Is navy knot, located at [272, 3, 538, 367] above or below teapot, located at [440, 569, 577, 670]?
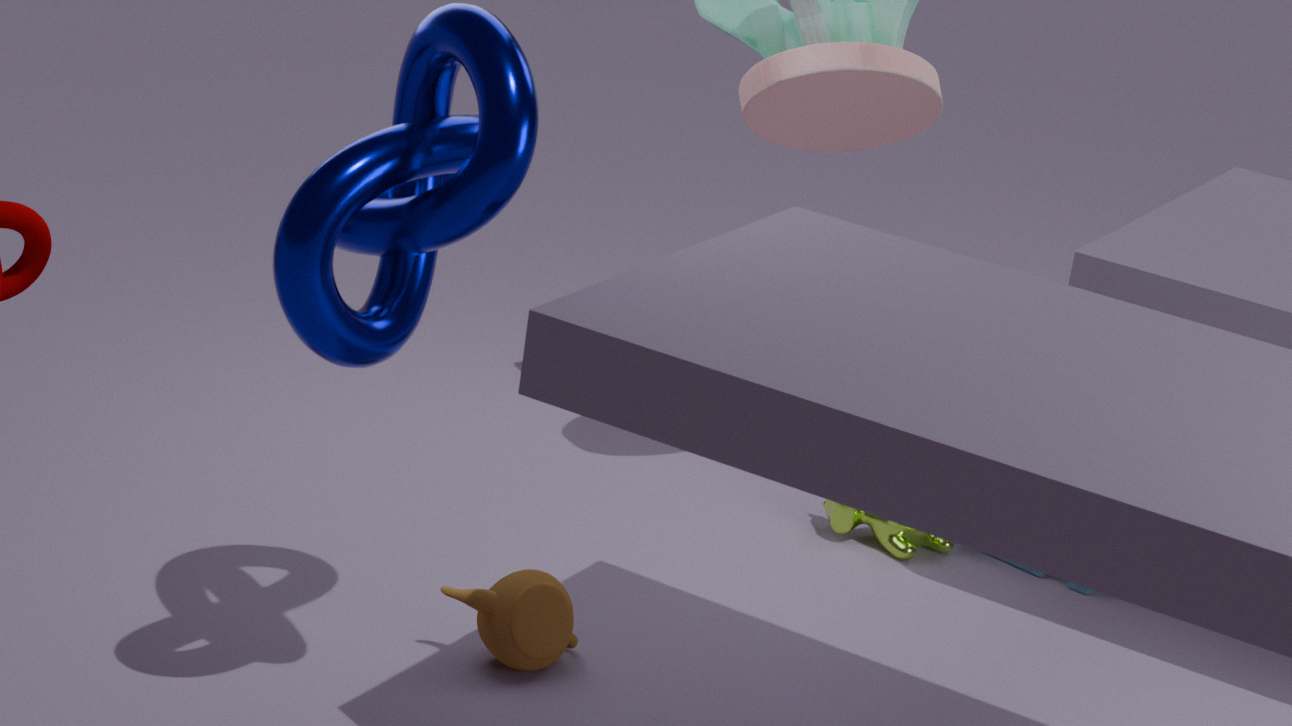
above
